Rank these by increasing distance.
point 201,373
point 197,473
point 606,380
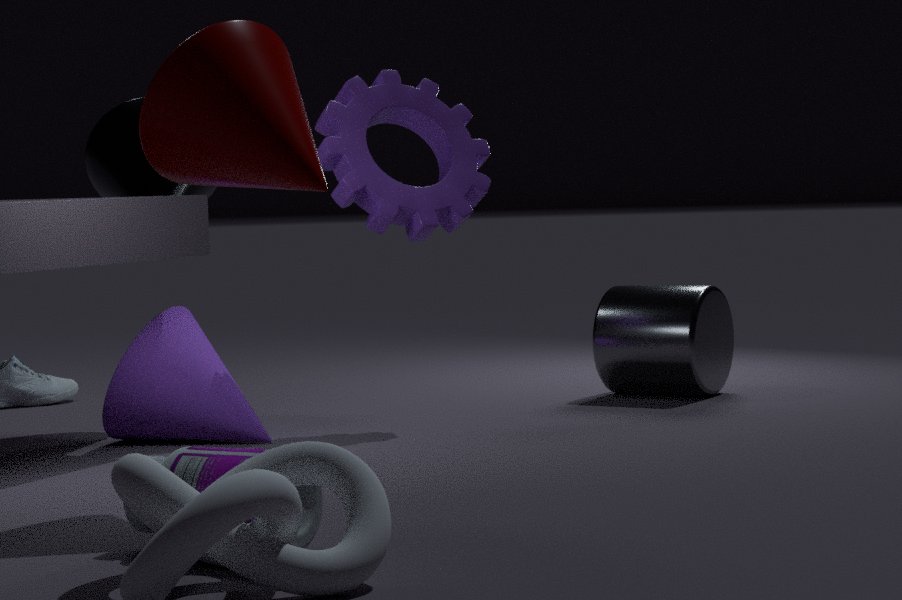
point 197,473
point 201,373
point 606,380
